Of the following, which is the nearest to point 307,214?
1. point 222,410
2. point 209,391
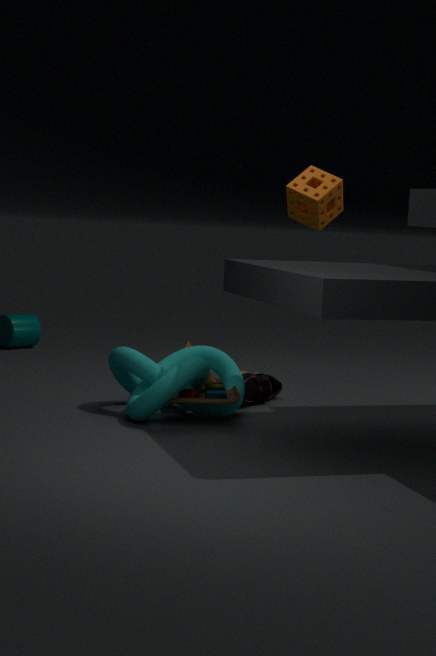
point 222,410
